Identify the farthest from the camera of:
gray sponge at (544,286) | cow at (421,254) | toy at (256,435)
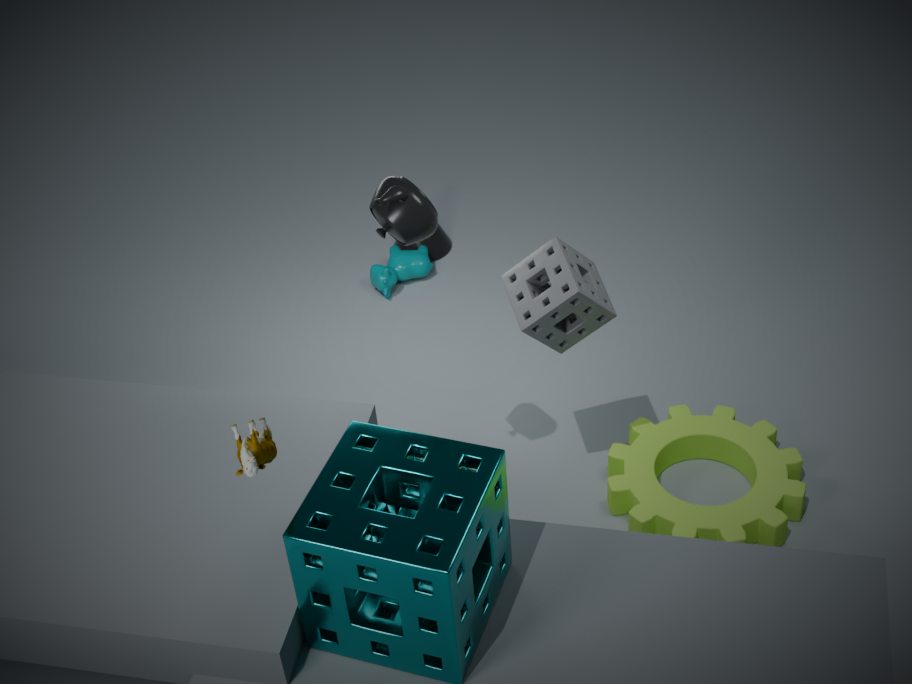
cow at (421,254)
